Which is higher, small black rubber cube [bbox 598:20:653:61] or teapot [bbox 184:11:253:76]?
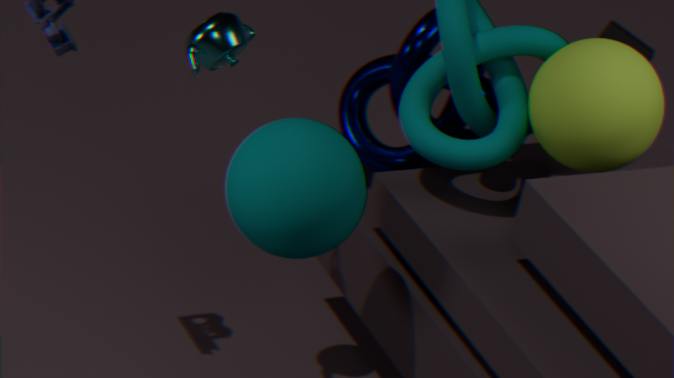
teapot [bbox 184:11:253:76]
